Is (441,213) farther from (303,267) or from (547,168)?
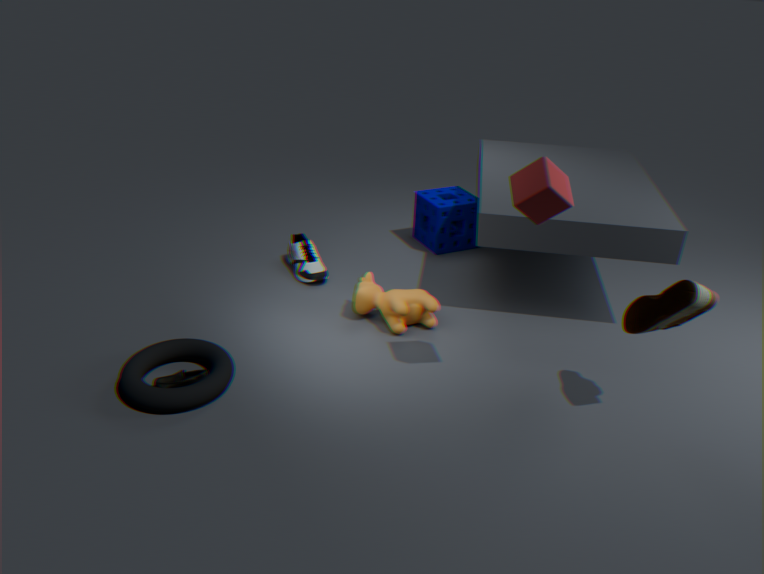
(547,168)
